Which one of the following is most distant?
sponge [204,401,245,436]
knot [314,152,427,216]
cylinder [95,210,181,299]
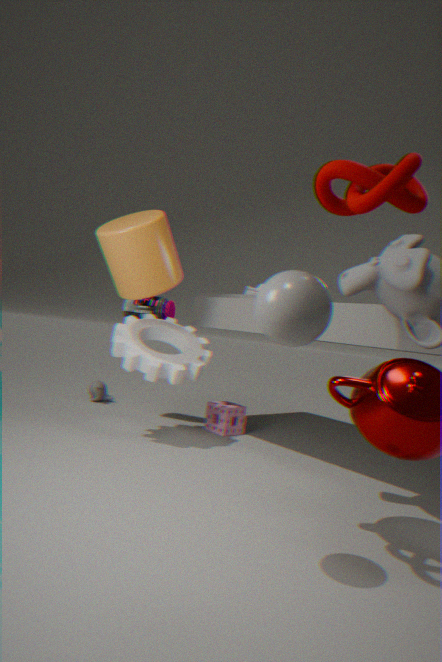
sponge [204,401,245,436]
